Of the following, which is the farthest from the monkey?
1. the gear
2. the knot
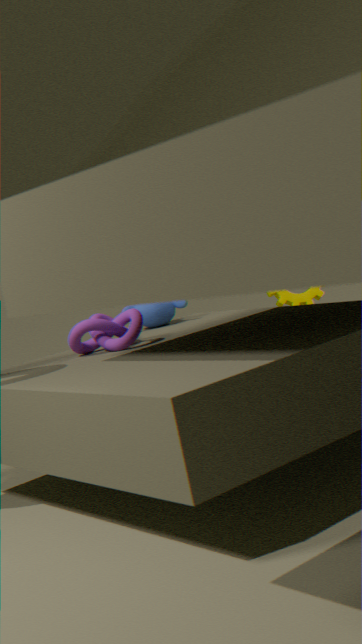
the gear
